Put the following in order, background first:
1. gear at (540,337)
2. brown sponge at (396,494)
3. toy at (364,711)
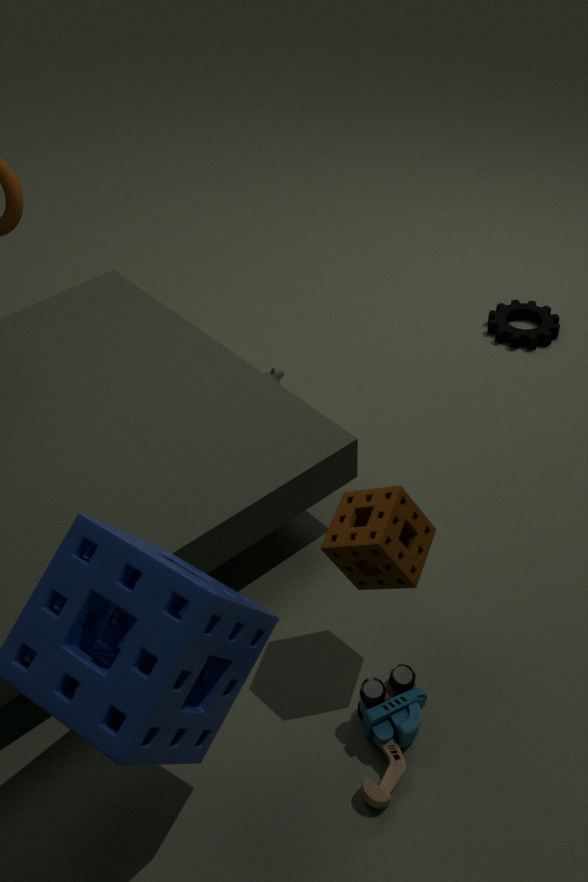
gear at (540,337)
brown sponge at (396,494)
toy at (364,711)
